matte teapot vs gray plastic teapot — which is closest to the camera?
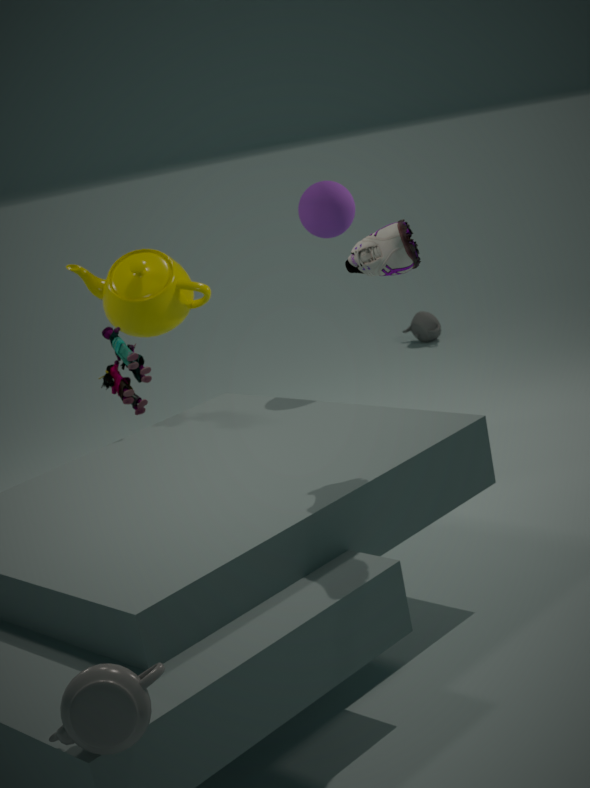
gray plastic teapot
